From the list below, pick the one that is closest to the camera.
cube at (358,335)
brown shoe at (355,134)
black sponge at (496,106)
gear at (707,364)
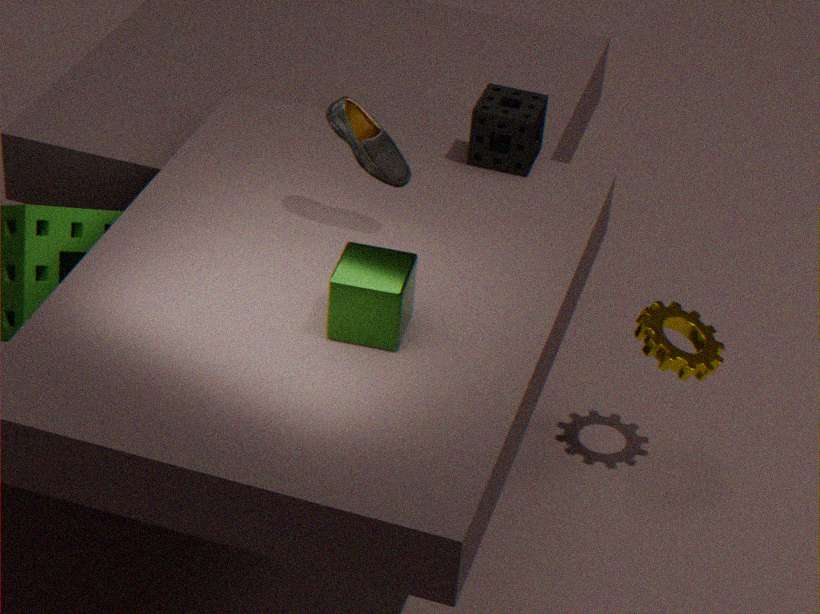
cube at (358,335)
